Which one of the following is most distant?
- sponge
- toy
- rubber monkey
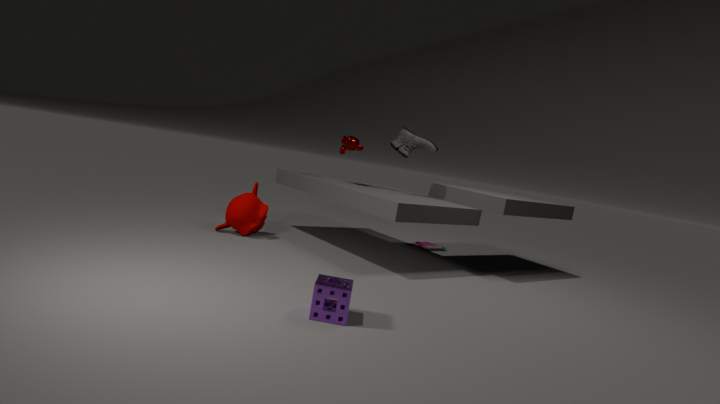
toy
